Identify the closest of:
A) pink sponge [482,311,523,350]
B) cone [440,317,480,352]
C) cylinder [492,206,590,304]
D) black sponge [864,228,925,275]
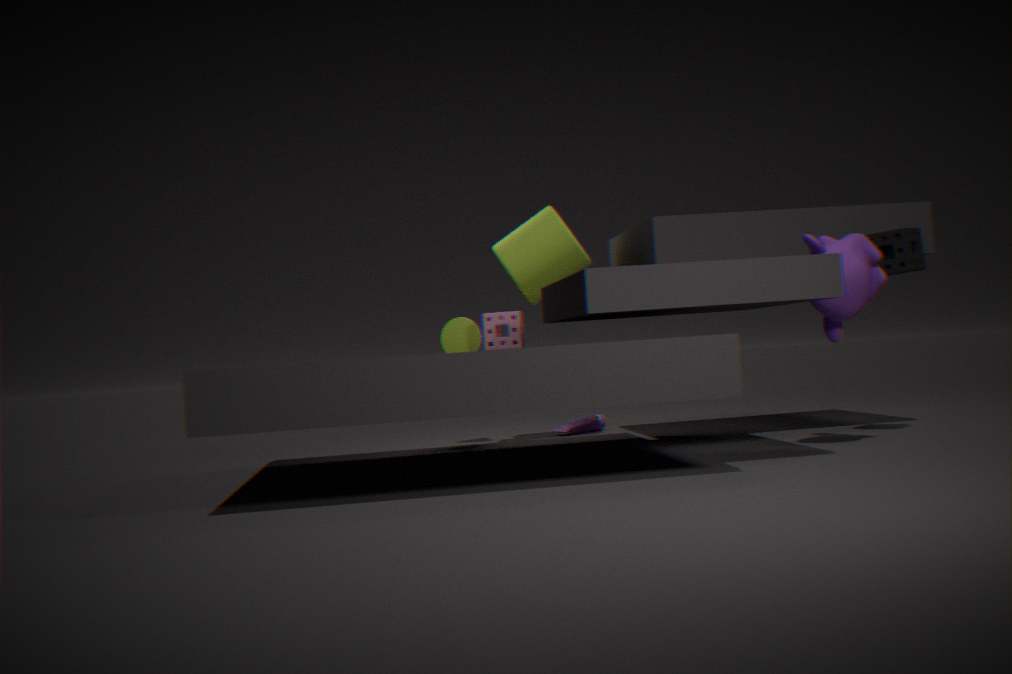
black sponge [864,228,925,275]
